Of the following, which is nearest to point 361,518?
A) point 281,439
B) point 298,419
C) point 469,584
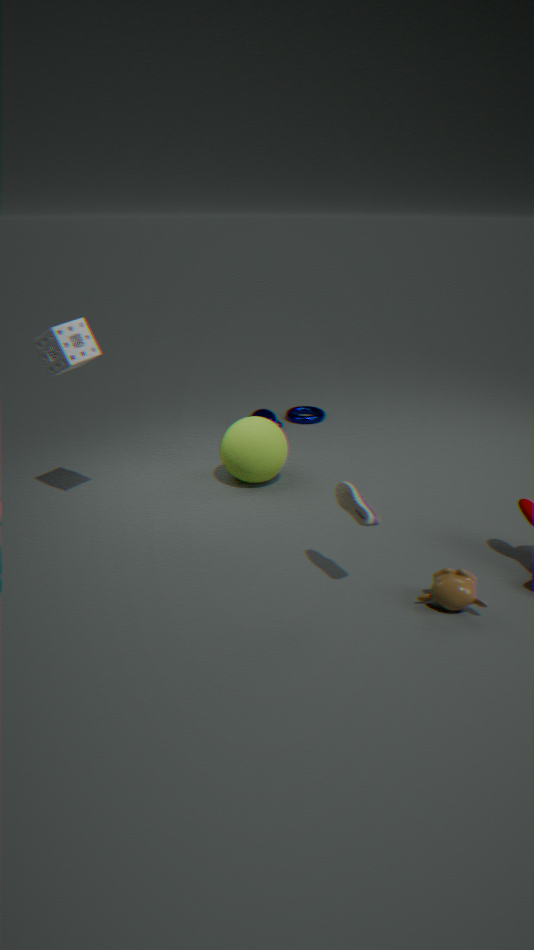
point 469,584
